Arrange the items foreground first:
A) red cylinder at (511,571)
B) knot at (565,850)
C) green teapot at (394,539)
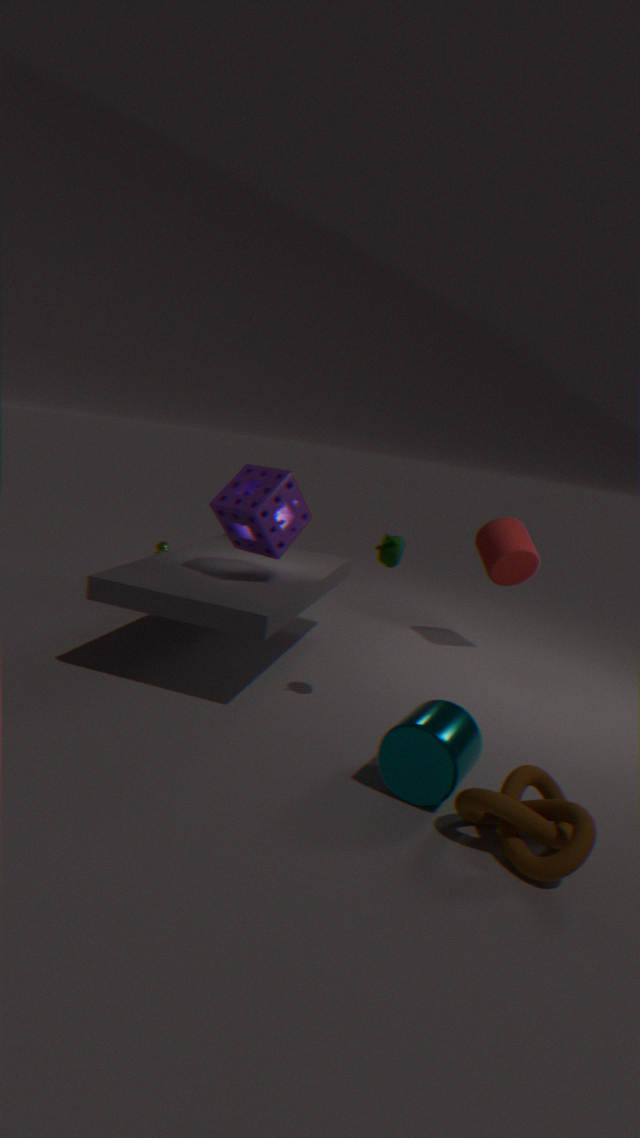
1. knot at (565,850)
2. green teapot at (394,539)
3. red cylinder at (511,571)
